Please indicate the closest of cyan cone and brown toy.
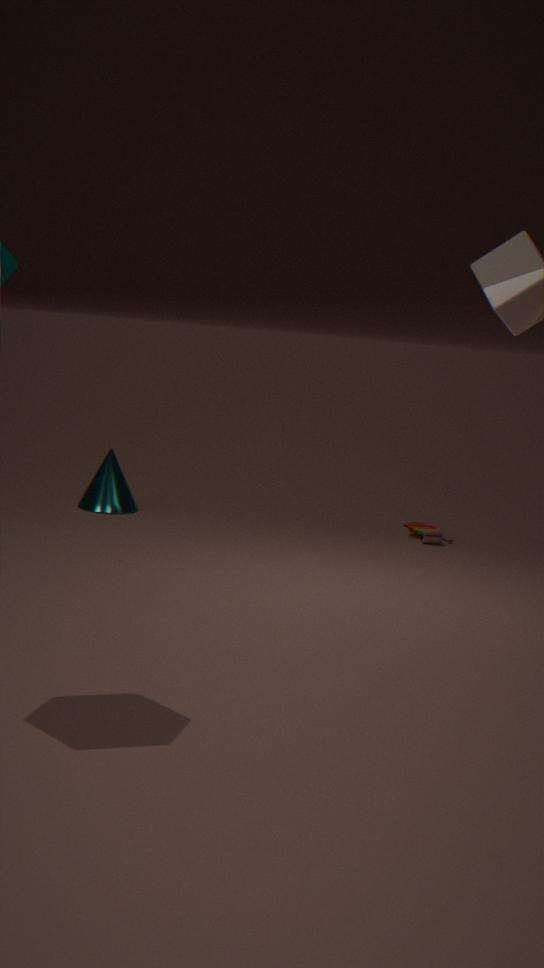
brown toy
